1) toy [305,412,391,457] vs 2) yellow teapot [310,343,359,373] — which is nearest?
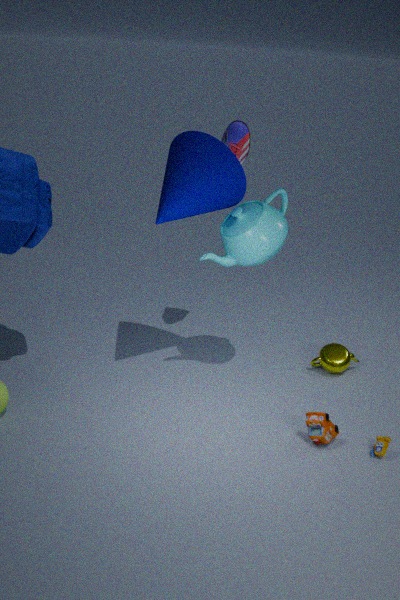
1. toy [305,412,391,457]
